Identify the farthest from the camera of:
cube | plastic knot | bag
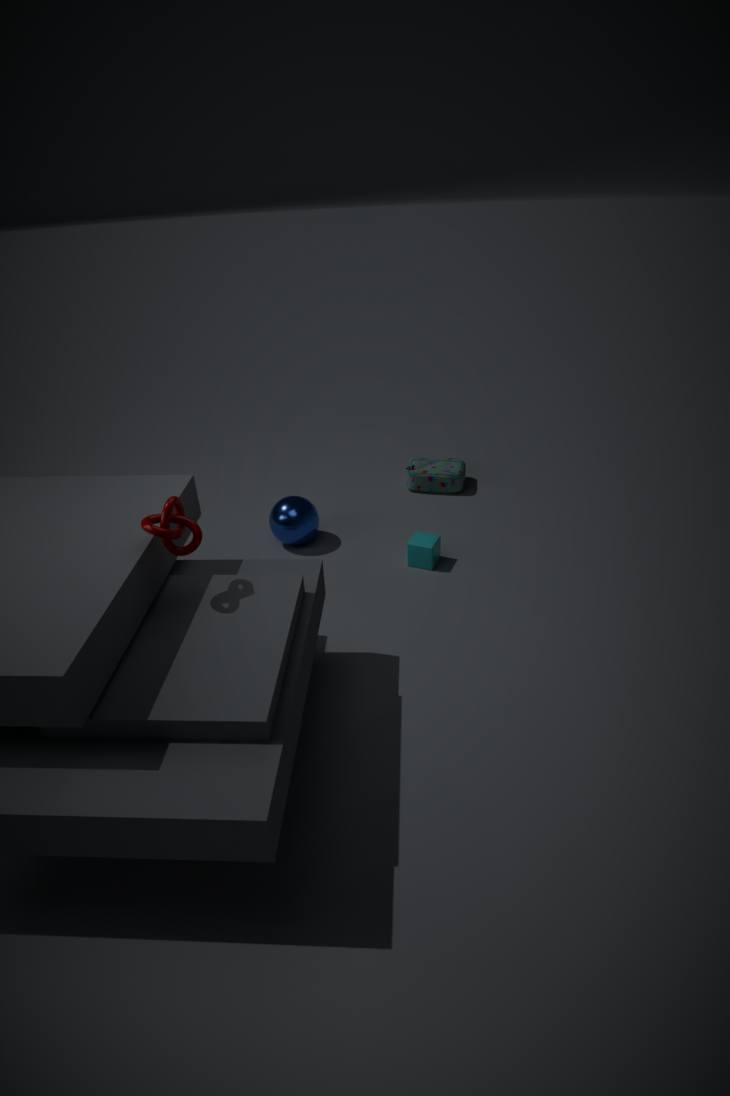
bag
